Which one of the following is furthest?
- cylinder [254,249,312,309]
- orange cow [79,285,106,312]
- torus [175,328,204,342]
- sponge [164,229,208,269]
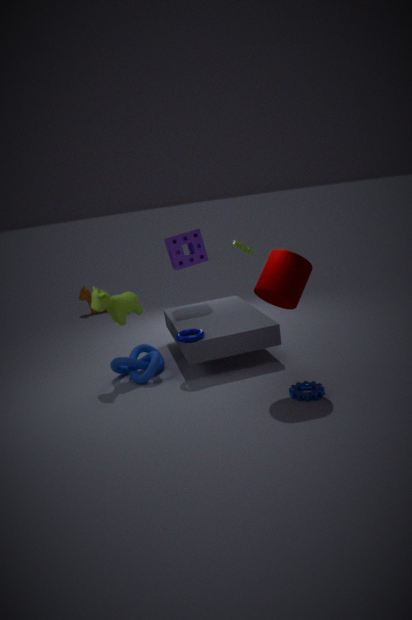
orange cow [79,285,106,312]
